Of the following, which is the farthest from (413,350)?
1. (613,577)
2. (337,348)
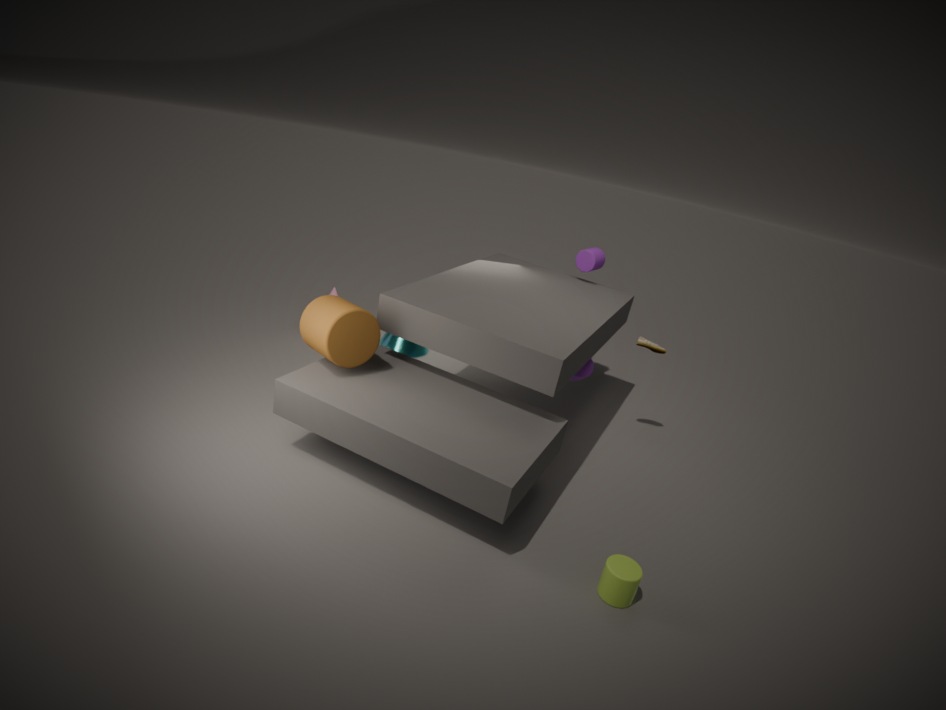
(613,577)
